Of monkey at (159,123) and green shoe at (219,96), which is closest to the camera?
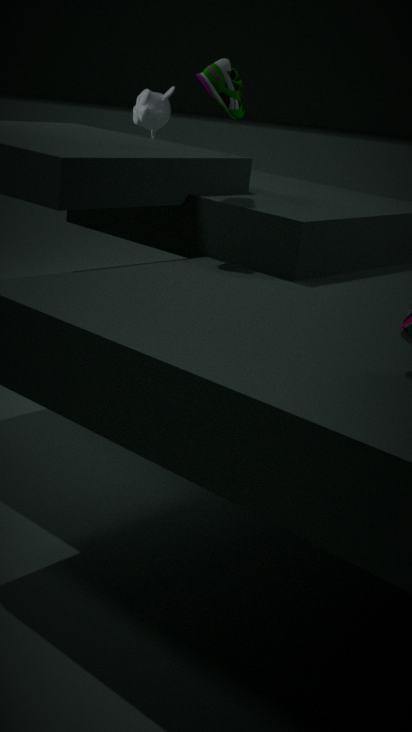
green shoe at (219,96)
